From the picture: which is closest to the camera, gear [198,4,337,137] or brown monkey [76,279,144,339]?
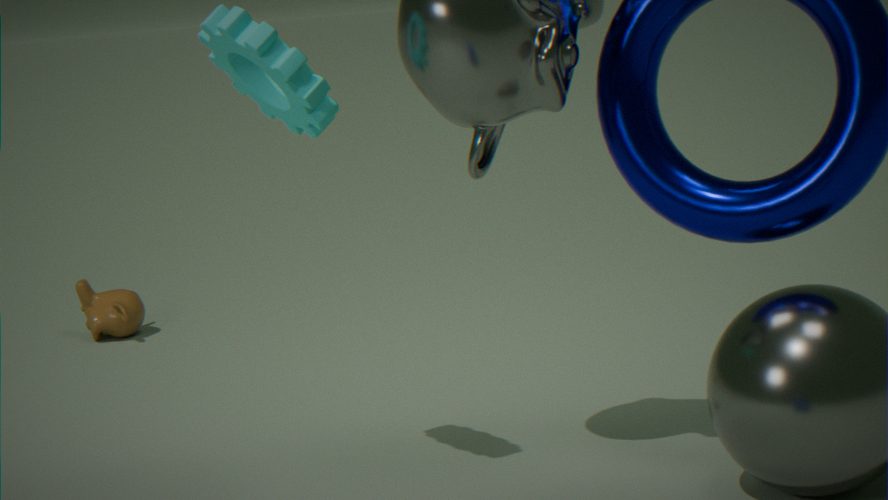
gear [198,4,337,137]
